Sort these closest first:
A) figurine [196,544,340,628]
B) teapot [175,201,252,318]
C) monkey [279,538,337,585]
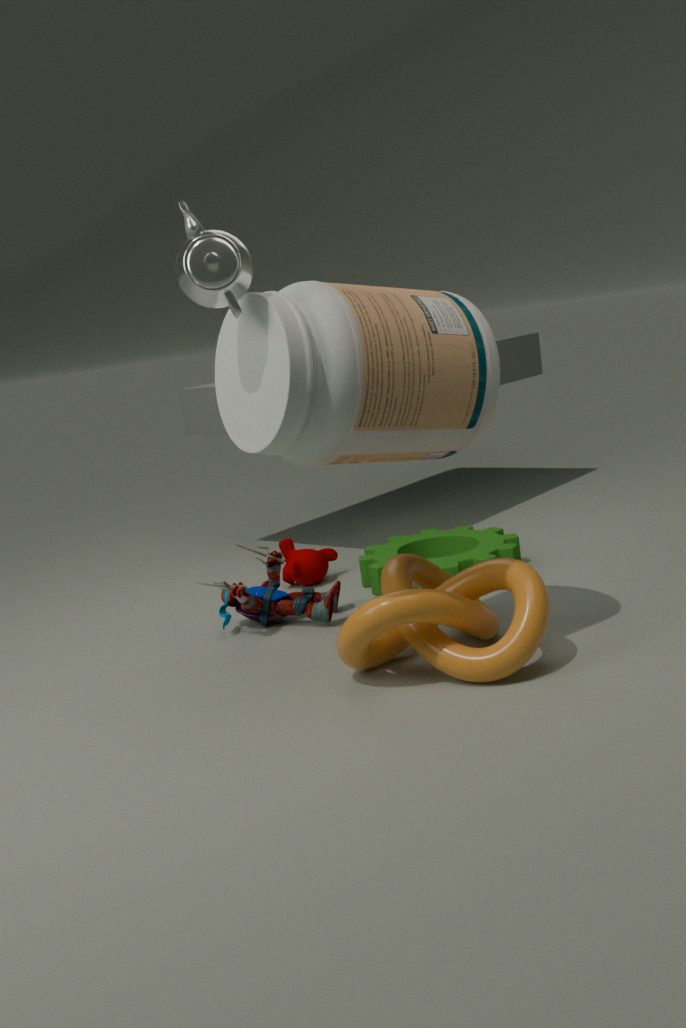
teapot [175,201,252,318]
figurine [196,544,340,628]
monkey [279,538,337,585]
